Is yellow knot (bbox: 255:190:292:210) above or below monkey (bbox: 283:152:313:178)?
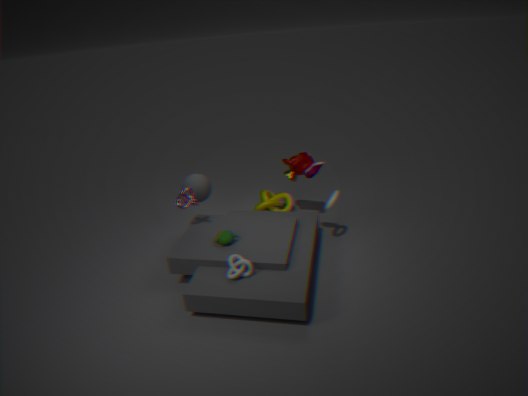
below
